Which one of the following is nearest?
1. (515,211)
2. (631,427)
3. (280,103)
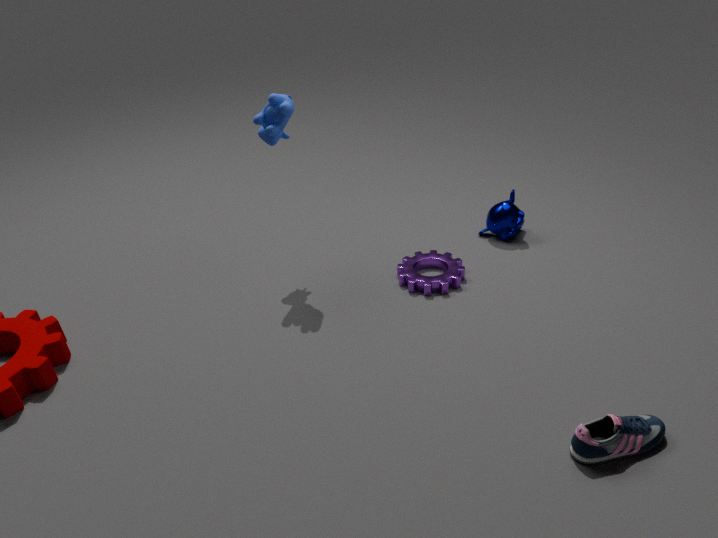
(631,427)
